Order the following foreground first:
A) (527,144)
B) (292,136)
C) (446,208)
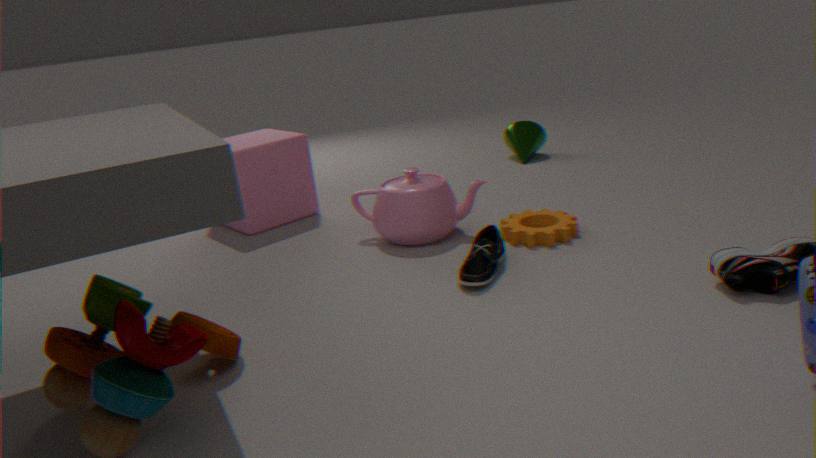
1. C. (446,208)
2. B. (292,136)
3. A. (527,144)
